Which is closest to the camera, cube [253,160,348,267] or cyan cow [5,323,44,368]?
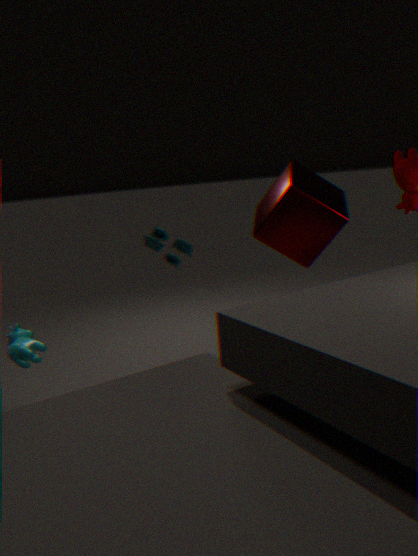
cyan cow [5,323,44,368]
